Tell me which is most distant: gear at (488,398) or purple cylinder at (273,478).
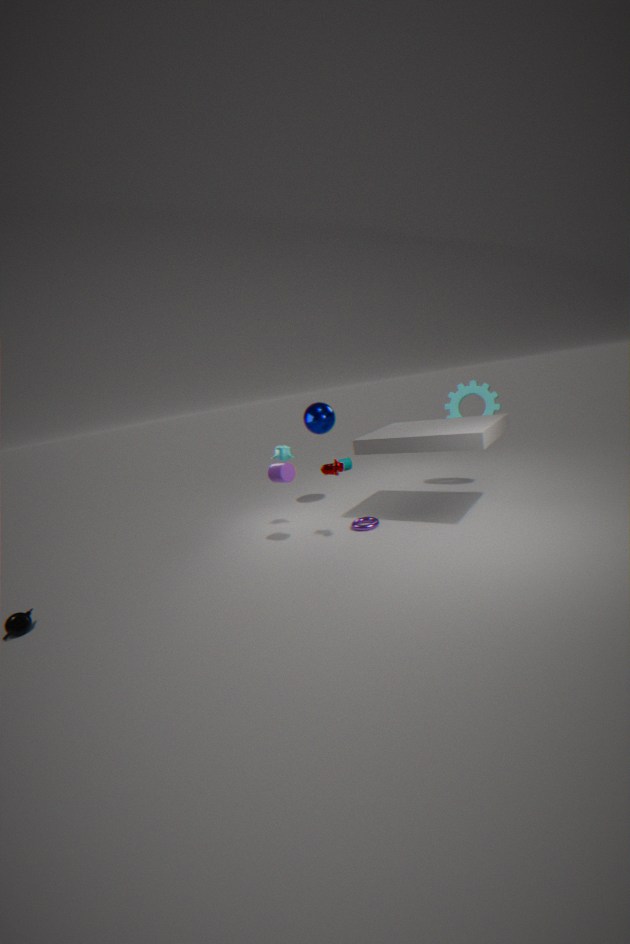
gear at (488,398)
